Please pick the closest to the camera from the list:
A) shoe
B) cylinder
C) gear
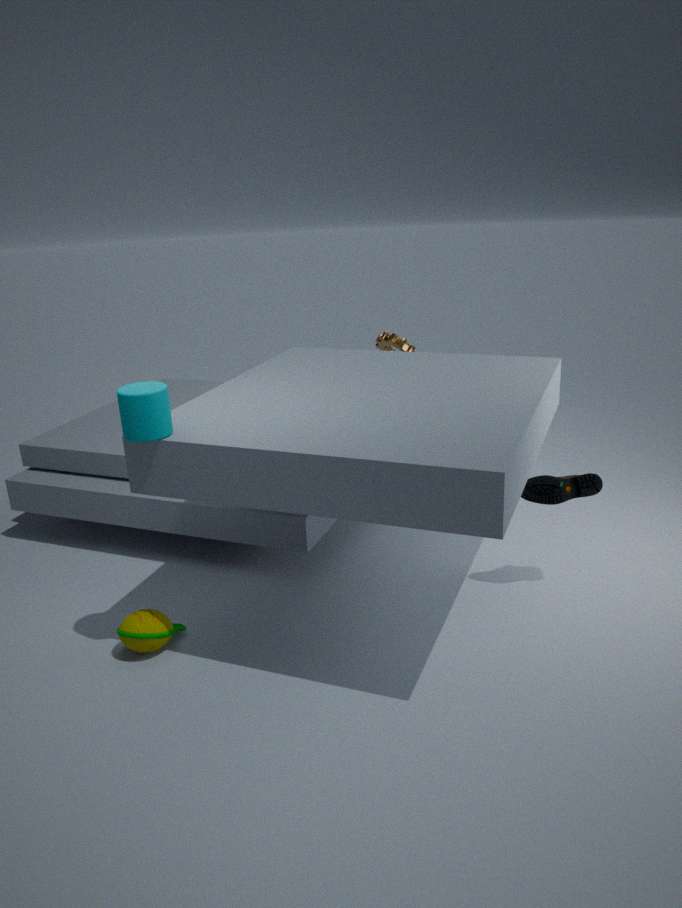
cylinder
